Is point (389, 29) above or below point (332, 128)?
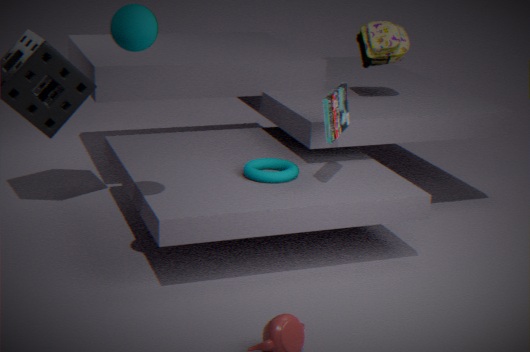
above
